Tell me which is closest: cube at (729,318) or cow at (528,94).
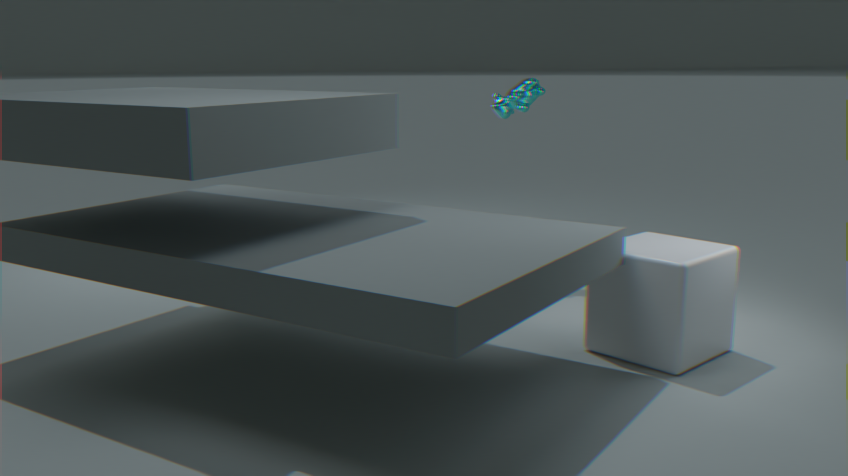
cube at (729,318)
